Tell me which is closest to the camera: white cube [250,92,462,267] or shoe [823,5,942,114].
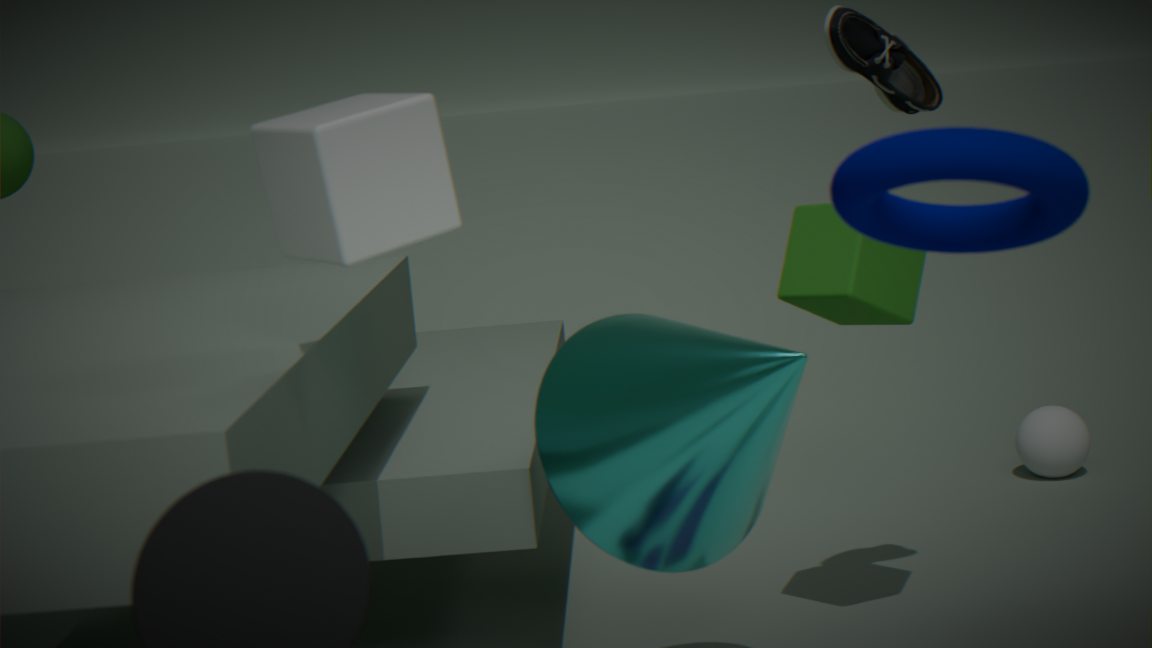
white cube [250,92,462,267]
